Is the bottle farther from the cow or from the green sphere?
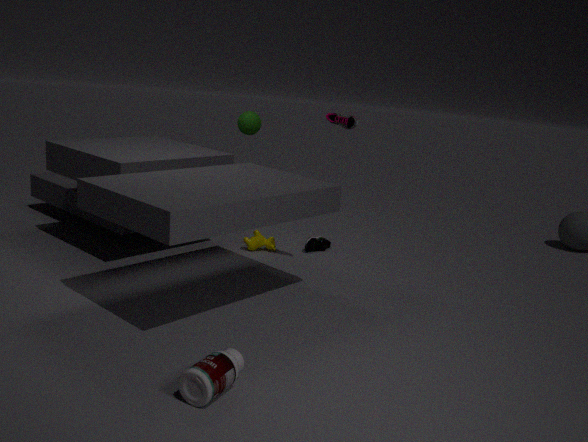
the green sphere
